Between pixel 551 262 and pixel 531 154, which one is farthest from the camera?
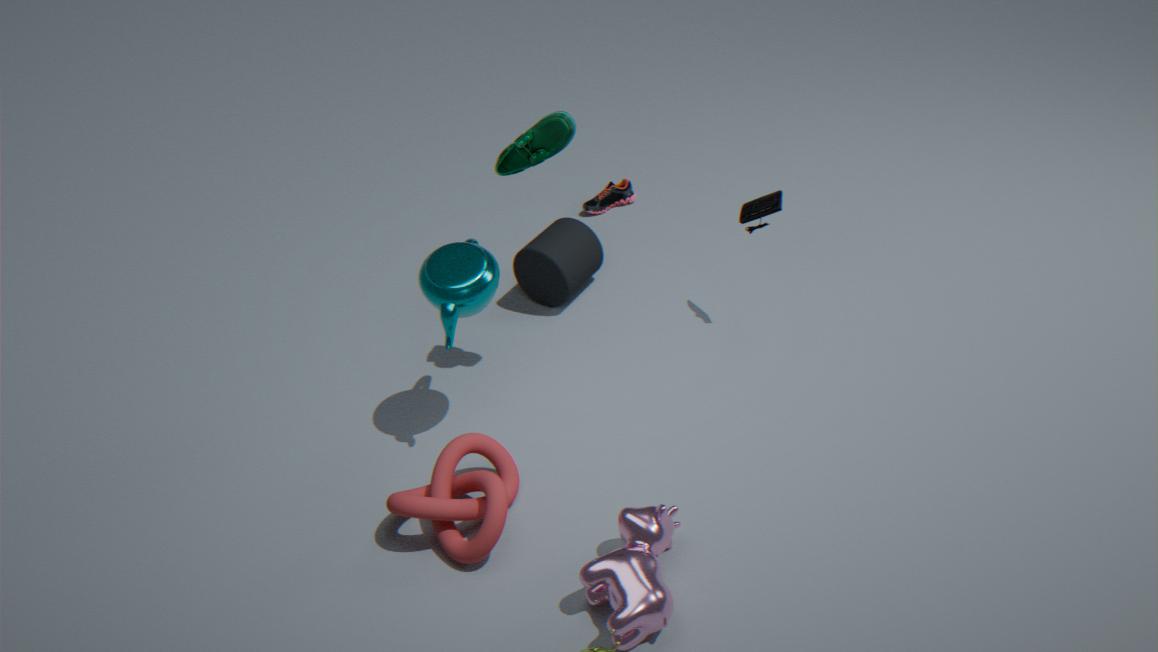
pixel 551 262
